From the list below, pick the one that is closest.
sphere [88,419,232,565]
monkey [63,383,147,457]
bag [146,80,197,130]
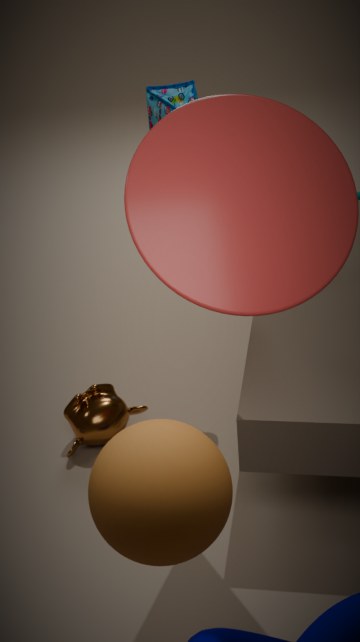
sphere [88,419,232,565]
